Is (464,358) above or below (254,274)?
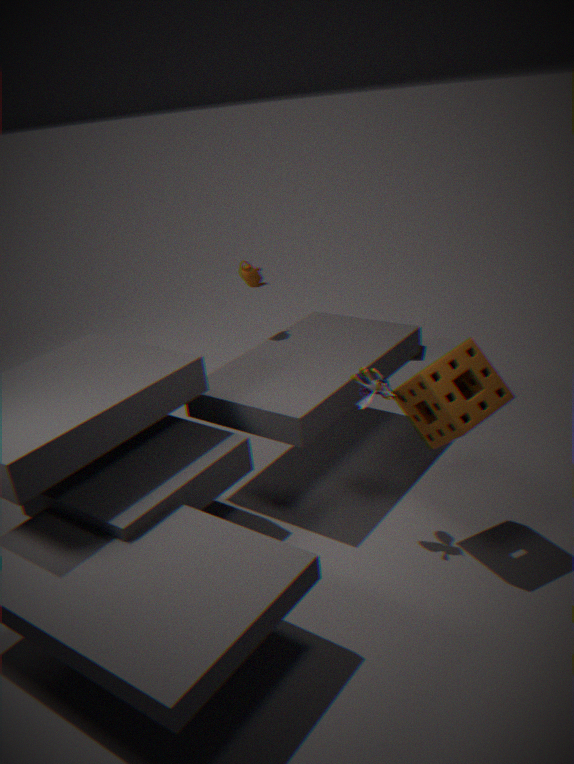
below
